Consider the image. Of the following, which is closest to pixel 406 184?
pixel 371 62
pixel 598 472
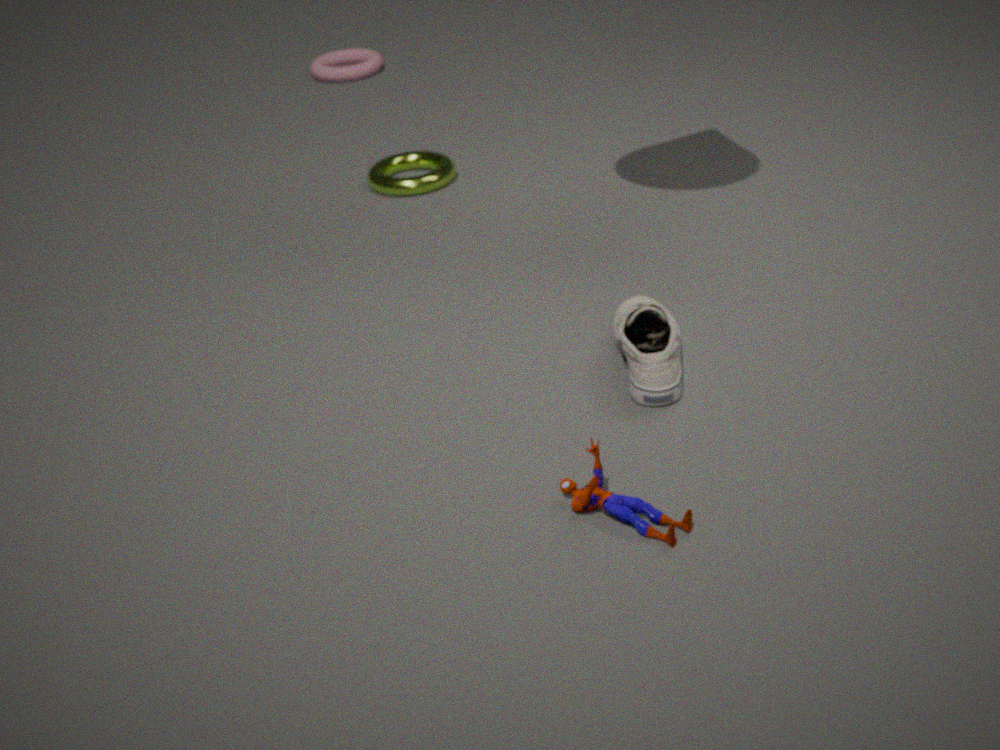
pixel 371 62
